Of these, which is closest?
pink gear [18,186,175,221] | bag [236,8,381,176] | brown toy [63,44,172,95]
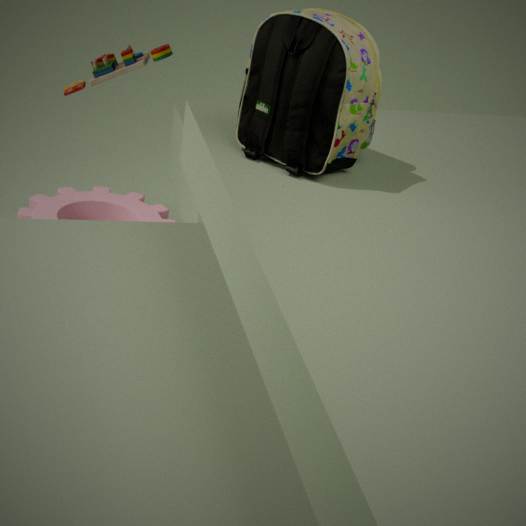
bag [236,8,381,176]
